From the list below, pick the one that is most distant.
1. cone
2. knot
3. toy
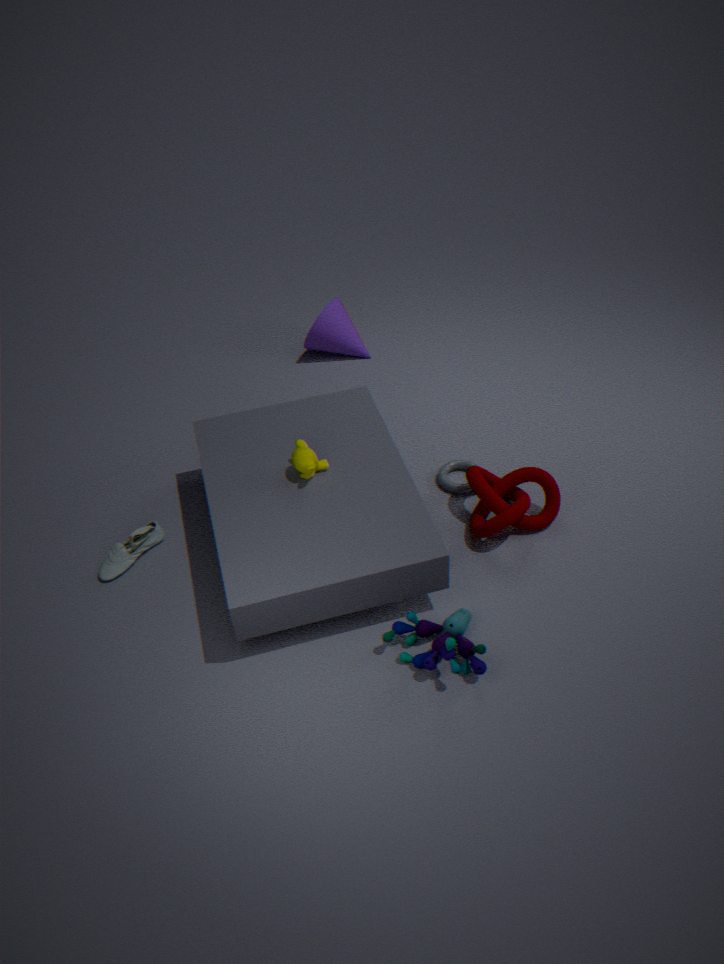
cone
